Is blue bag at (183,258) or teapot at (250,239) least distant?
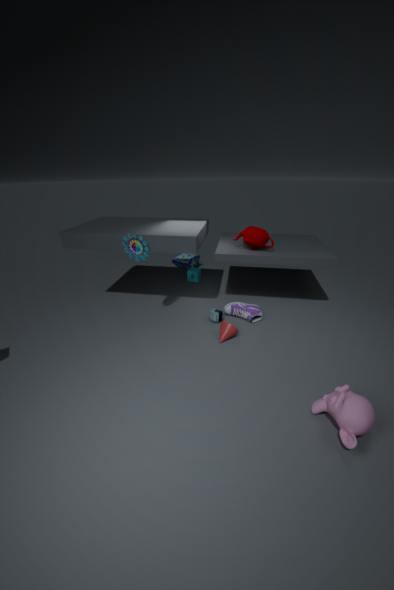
teapot at (250,239)
